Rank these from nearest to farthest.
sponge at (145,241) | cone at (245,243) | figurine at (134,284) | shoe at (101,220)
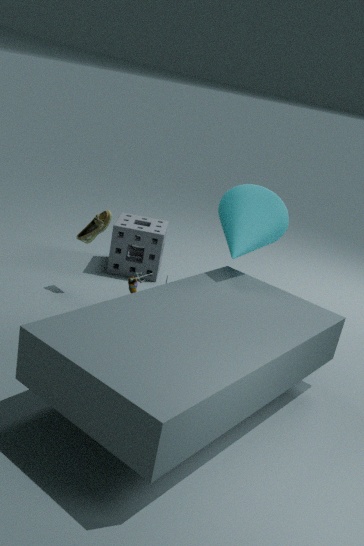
1. cone at (245,243)
2. shoe at (101,220)
3. figurine at (134,284)
4. sponge at (145,241)
